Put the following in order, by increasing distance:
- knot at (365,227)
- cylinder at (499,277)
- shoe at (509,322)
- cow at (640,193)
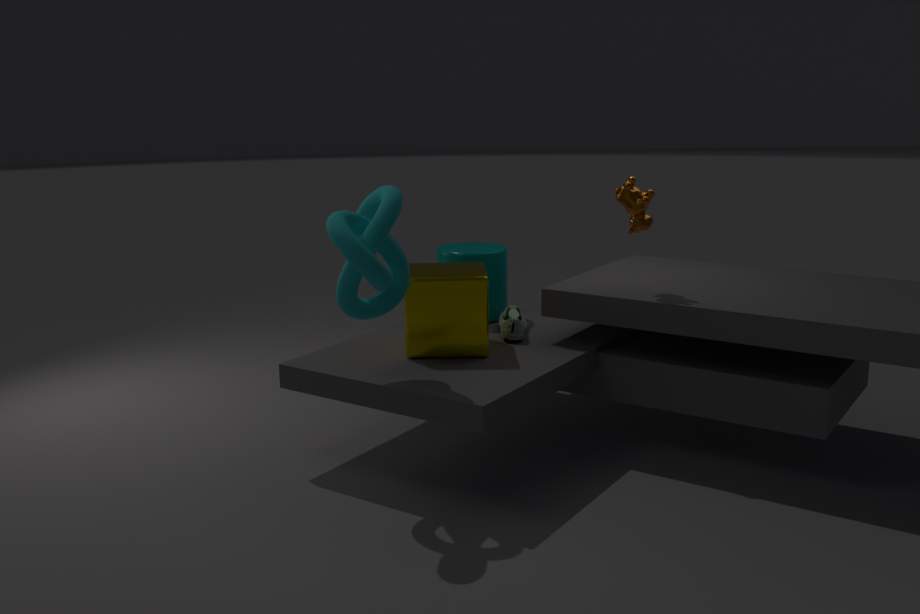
1. knot at (365,227)
2. cow at (640,193)
3. shoe at (509,322)
4. cylinder at (499,277)
